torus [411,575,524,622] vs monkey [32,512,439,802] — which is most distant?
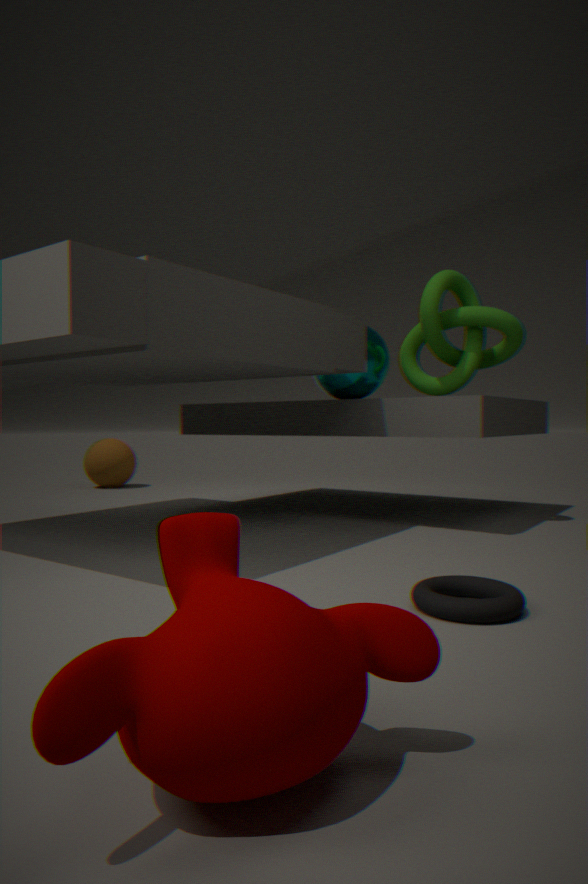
torus [411,575,524,622]
